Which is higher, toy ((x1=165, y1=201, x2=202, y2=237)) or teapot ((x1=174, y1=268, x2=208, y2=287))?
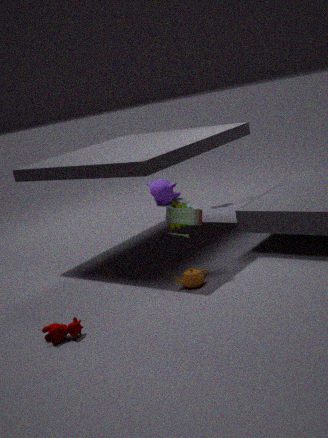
toy ((x1=165, y1=201, x2=202, y2=237))
